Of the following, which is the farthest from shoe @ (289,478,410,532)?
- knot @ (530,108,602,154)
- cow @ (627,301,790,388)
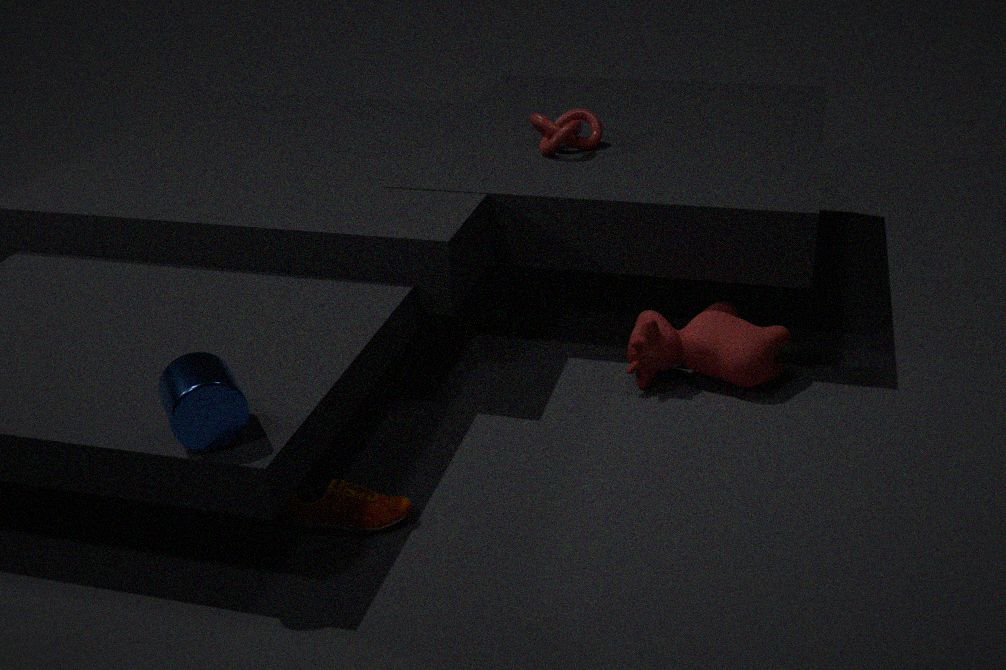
knot @ (530,108,602,154)
